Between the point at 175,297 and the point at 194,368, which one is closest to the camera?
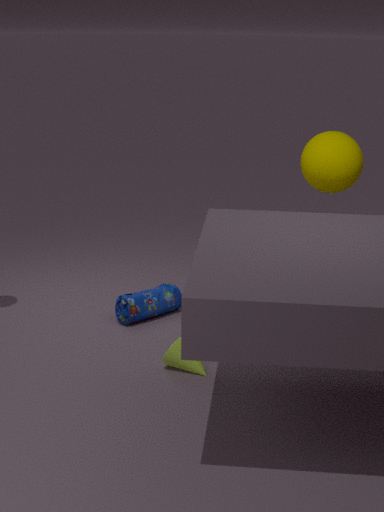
the point at 194,368
